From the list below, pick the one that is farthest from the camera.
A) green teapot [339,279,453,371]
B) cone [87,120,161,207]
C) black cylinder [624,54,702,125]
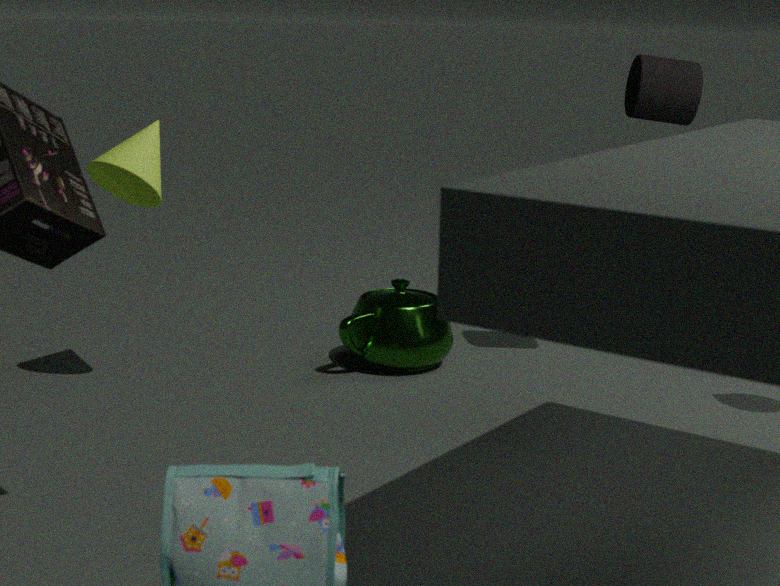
green teapot [339,279,453,371]
